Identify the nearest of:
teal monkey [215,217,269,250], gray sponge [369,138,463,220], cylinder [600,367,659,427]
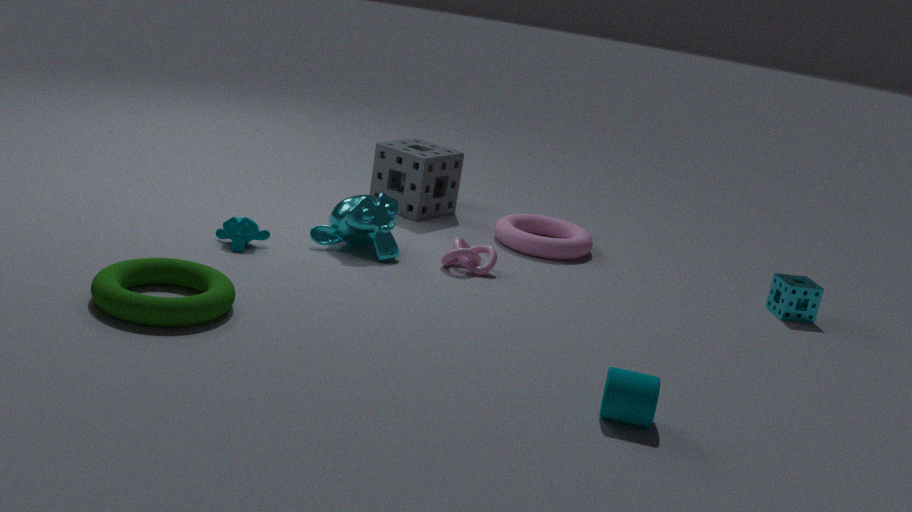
cylinder [600,367,659,427]
